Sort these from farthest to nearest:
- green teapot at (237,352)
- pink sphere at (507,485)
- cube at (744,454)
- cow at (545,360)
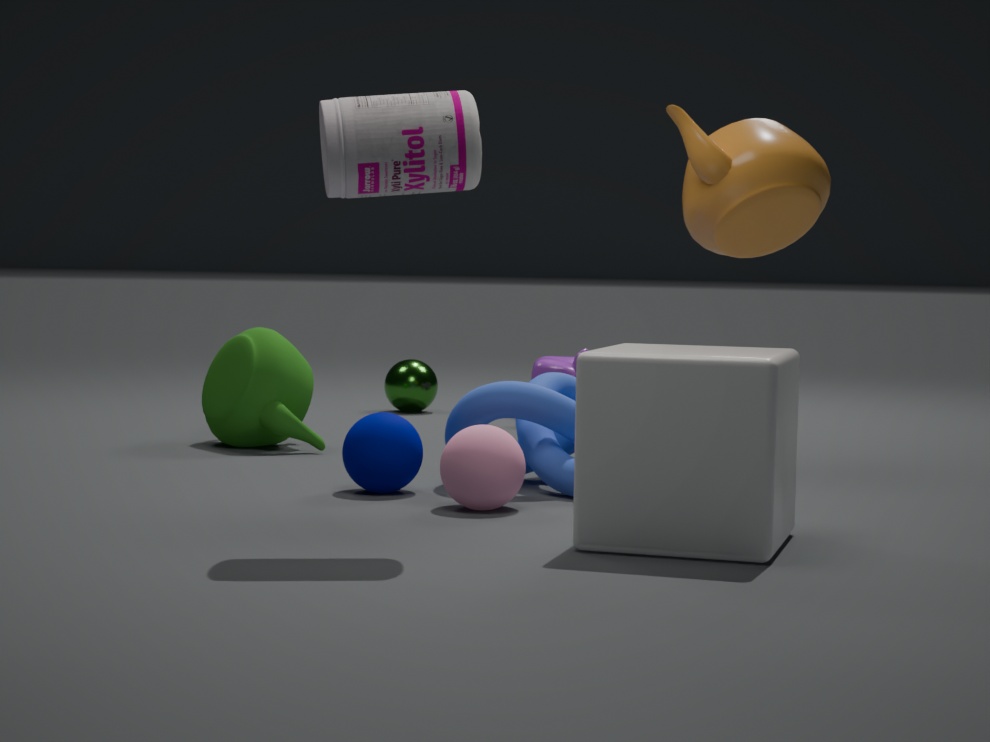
cow at (545,360), green teapot at (237,352), pink sphere at (507,485), cube at (744,454)
